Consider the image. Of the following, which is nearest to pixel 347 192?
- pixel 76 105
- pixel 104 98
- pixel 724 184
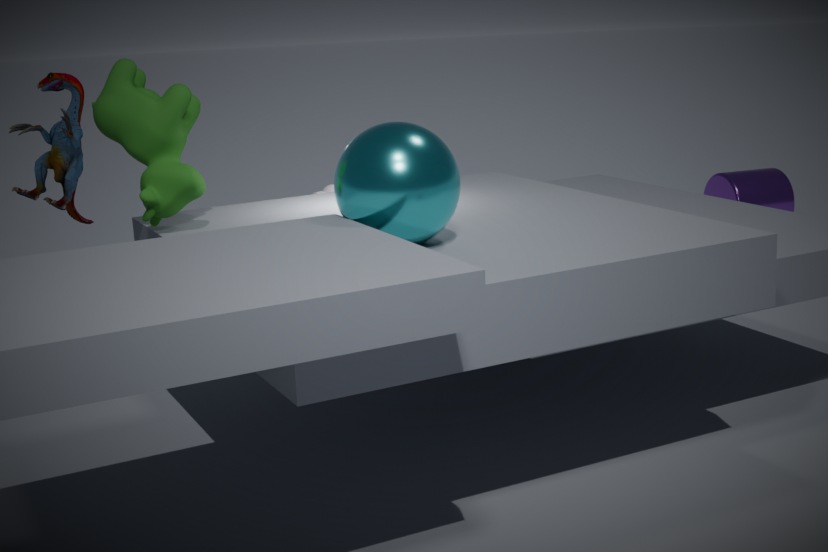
pixel 104 98
